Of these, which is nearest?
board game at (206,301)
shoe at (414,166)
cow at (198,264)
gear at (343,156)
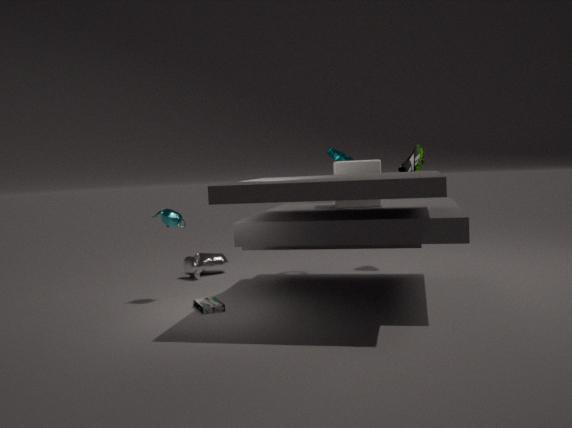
board game at (206,301)
